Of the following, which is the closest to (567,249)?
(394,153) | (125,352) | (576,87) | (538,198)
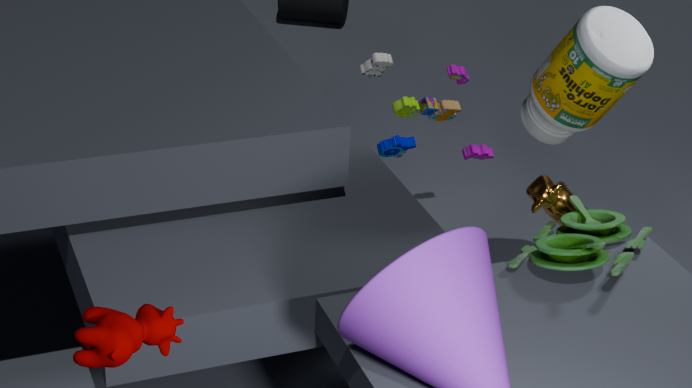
(538,198)
